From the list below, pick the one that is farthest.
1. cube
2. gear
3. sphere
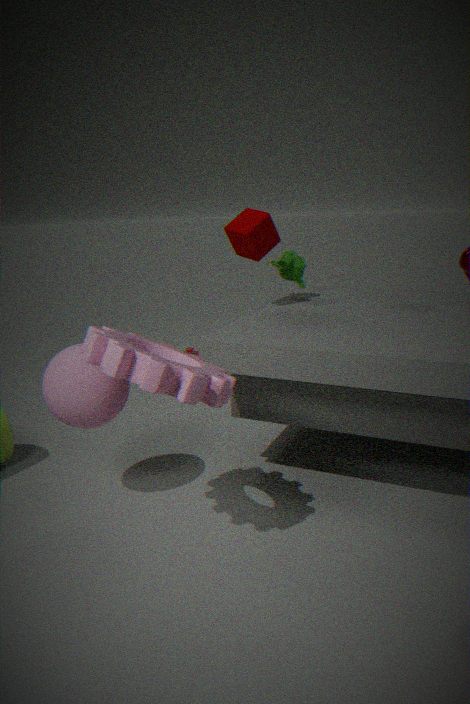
cube
